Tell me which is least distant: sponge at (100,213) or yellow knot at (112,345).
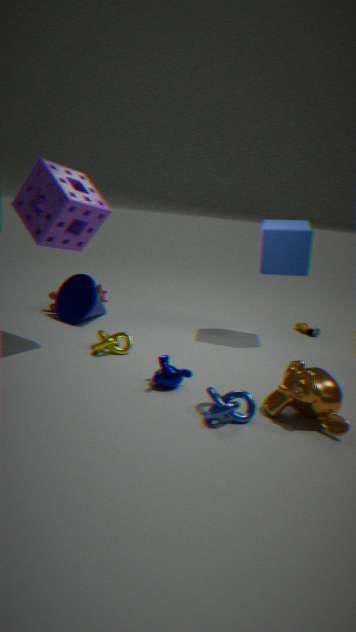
sponge at (100,213)
